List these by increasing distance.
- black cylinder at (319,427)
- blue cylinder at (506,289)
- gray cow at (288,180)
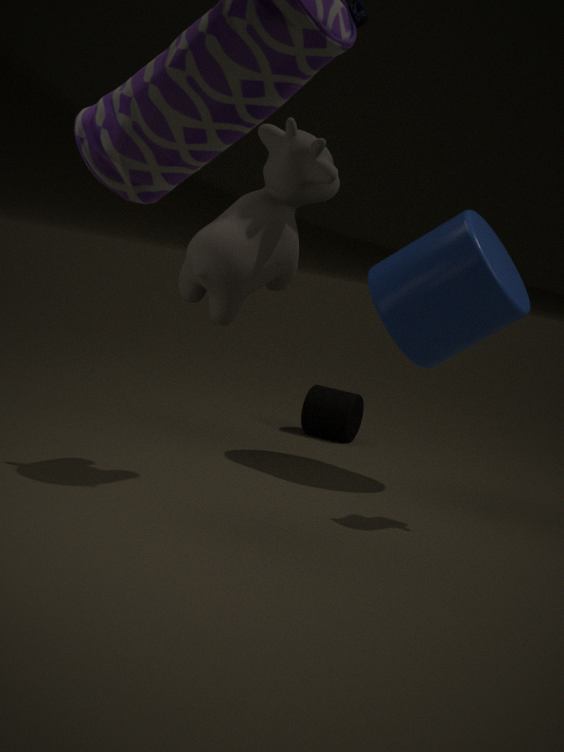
1. gray cow at (288,180)
2. blue cylinder at (506,289)
3. black cylinder at (319,427)
